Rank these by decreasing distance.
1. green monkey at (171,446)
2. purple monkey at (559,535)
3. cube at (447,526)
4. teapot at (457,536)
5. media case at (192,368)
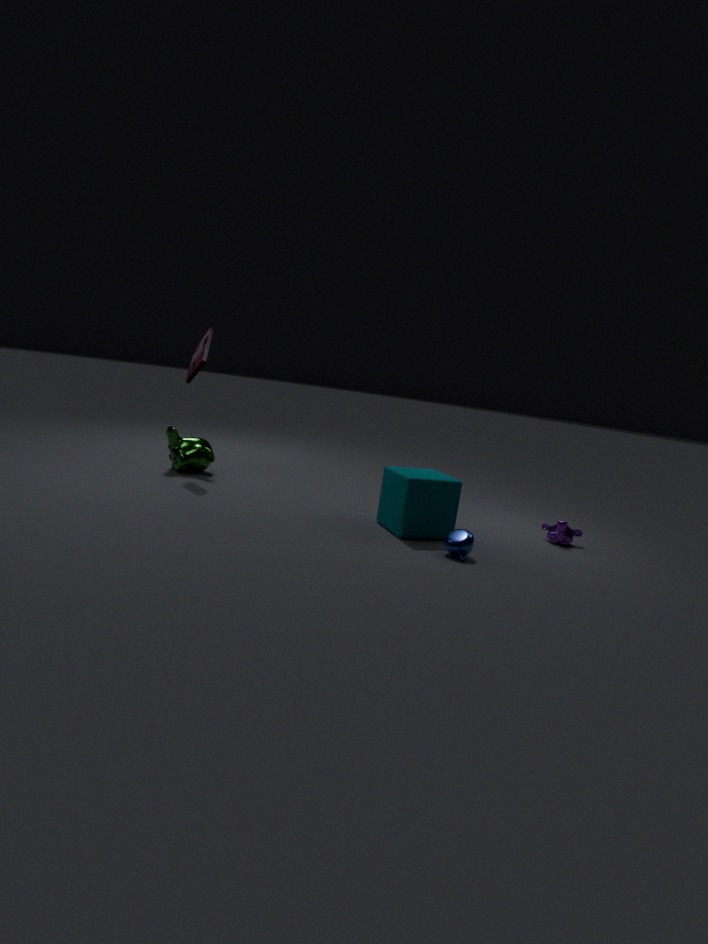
green monkey at (171,446)
media case at (192,368)
purple monkey at (559,535)
cube at (447,526)
teapot at (457,536)
